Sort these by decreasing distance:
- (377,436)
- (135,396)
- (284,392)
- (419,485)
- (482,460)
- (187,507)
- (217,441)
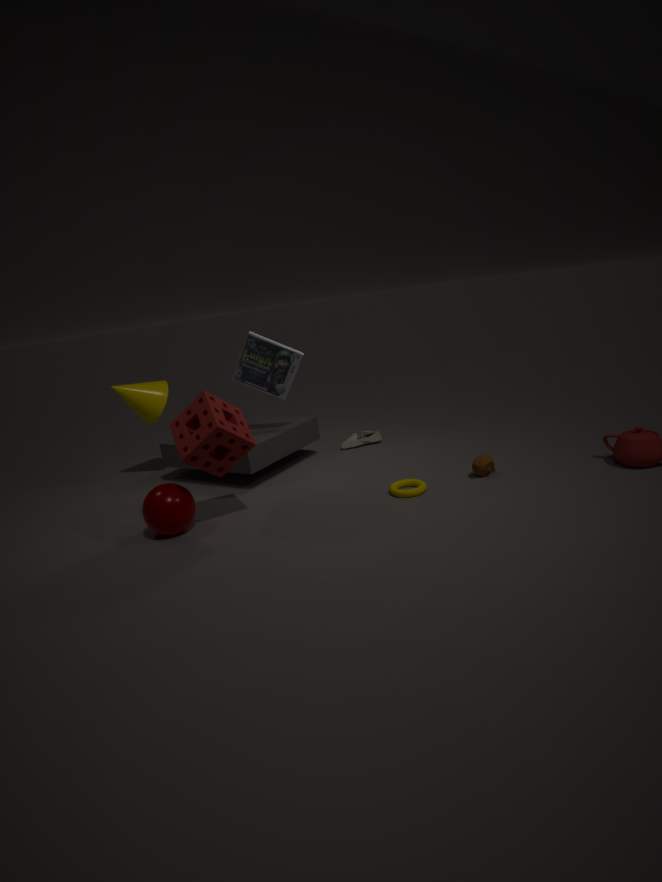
1. (377,436)
2. (135,396)
3. (284,392)
4. (482,460)
5. (419,485)
6. (187,507)
7. (217,441)
